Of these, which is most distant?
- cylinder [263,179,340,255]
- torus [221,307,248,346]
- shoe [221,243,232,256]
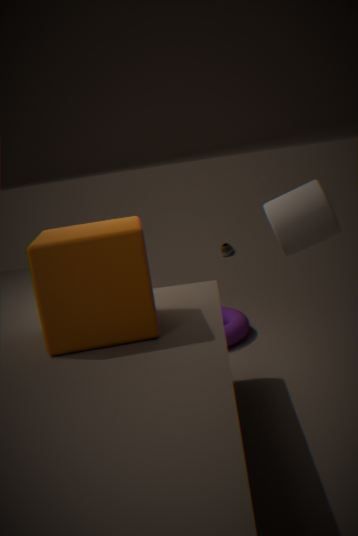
shoe [221,243,232,256]
